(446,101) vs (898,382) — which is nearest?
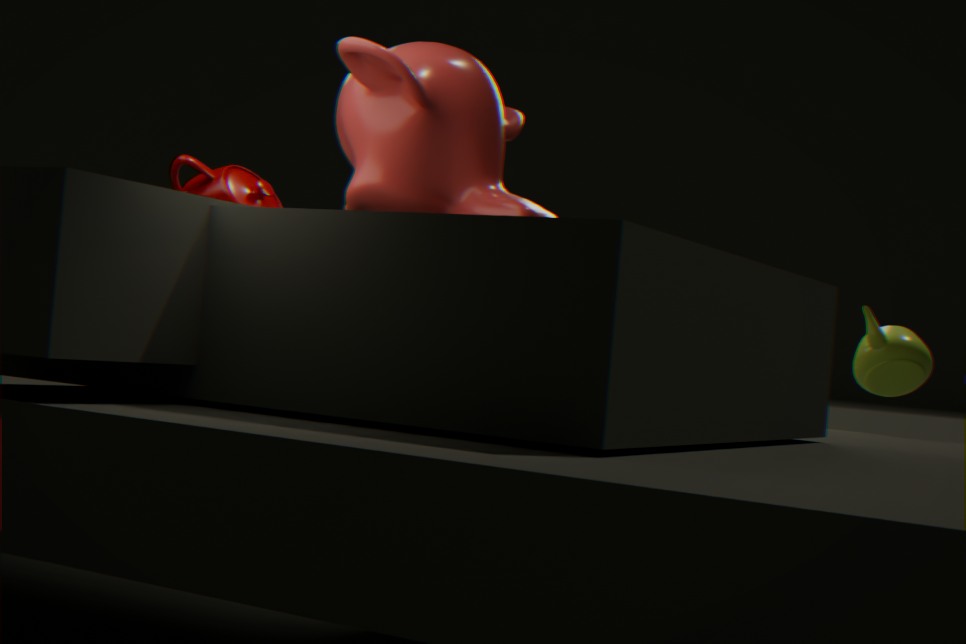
(446,101)
